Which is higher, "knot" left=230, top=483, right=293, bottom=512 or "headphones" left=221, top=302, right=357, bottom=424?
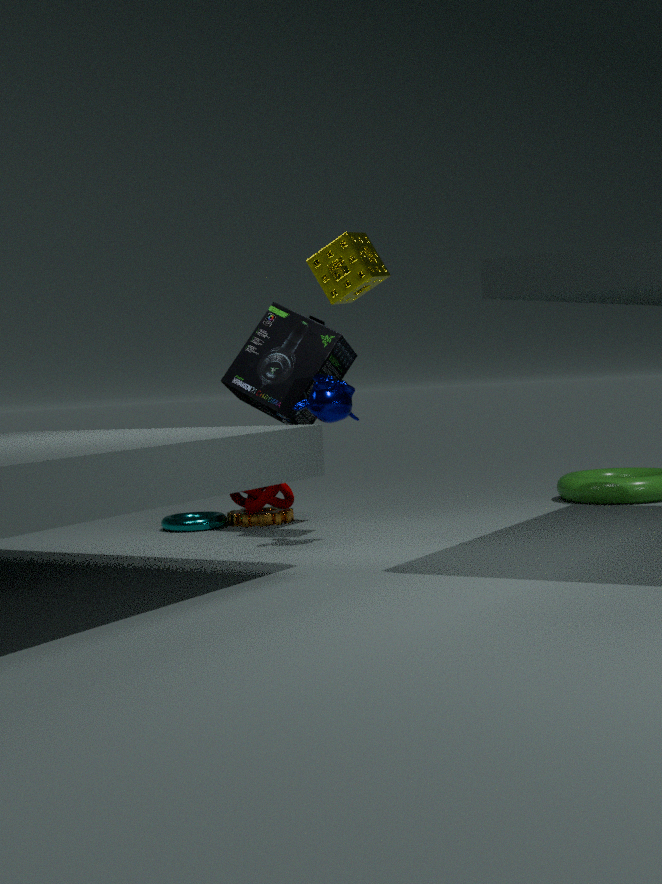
"headphones" left=221, top=302, right=357, bottom=424
